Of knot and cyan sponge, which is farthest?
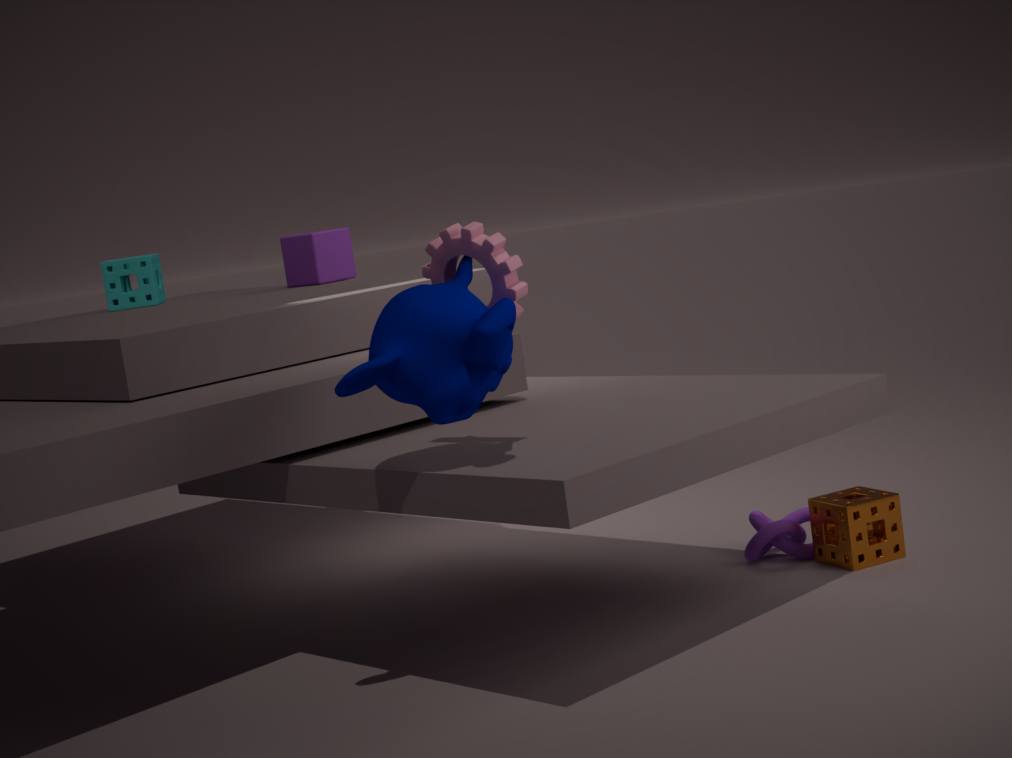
cyan sponge
